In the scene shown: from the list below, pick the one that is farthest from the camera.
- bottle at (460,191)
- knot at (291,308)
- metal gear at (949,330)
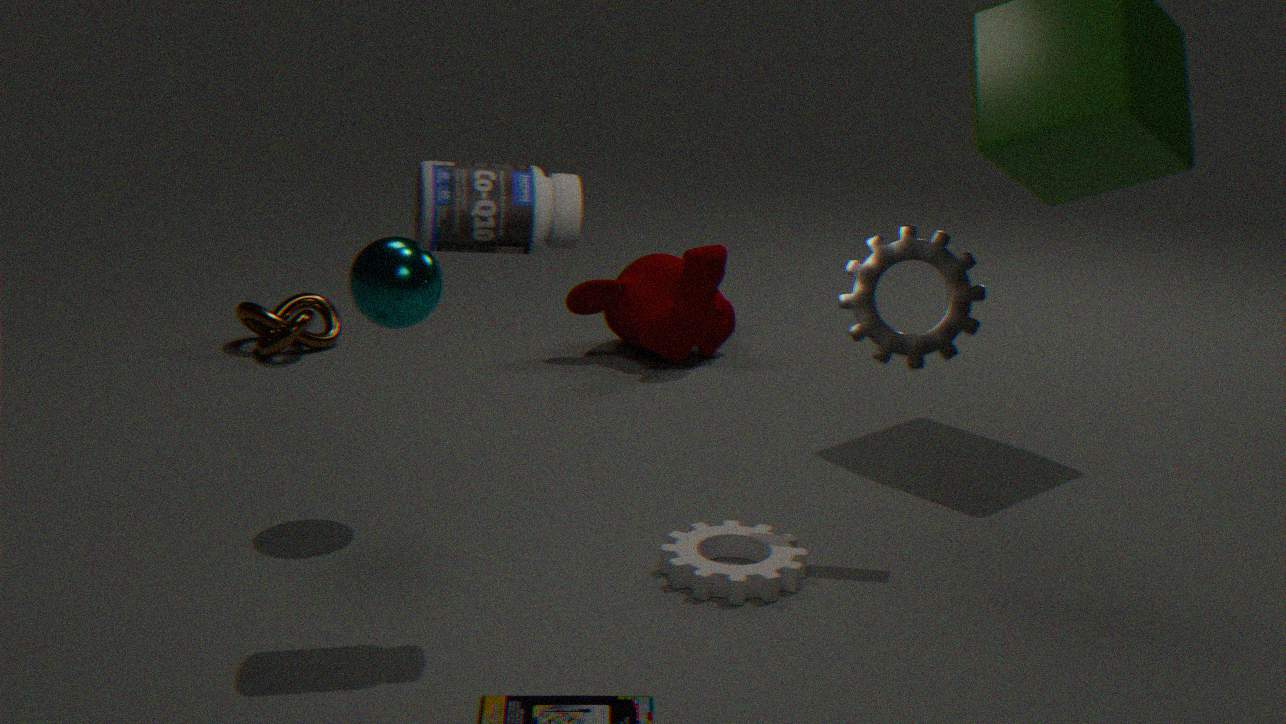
knot at (291,308)
